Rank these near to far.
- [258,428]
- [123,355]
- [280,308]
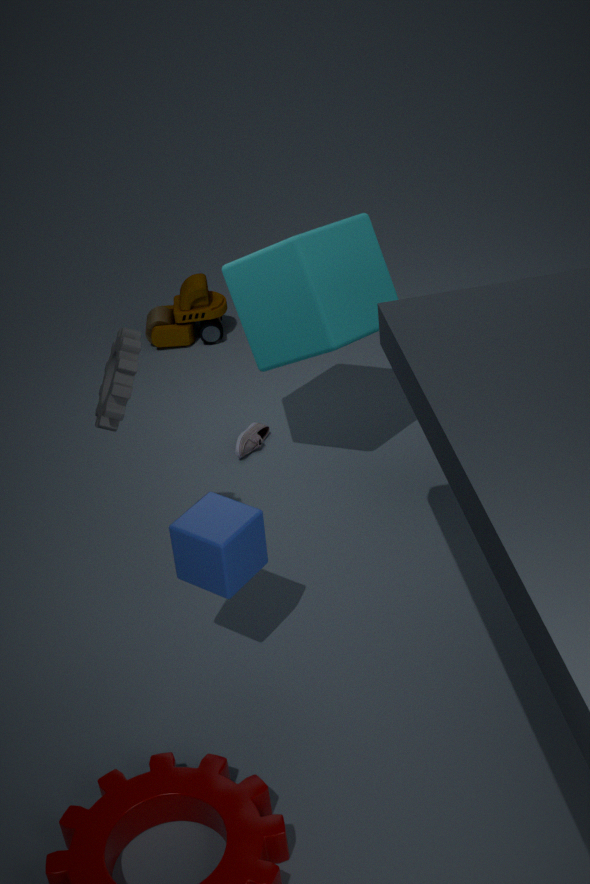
[123,355] < [280,308] < [258,428]
